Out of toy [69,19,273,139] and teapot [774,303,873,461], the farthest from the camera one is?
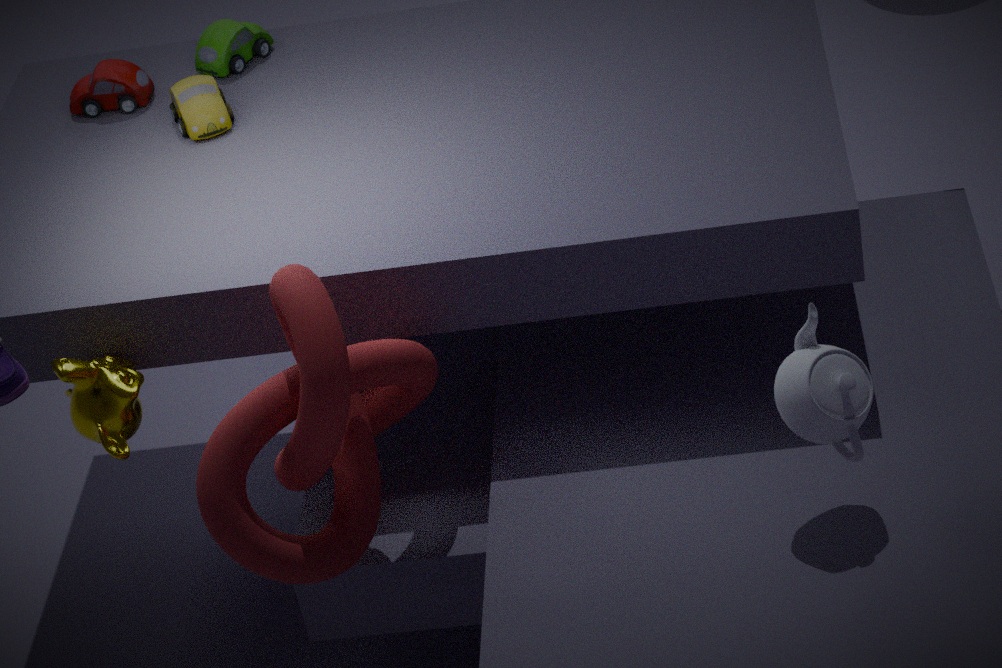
toy [69,19,273,139]
